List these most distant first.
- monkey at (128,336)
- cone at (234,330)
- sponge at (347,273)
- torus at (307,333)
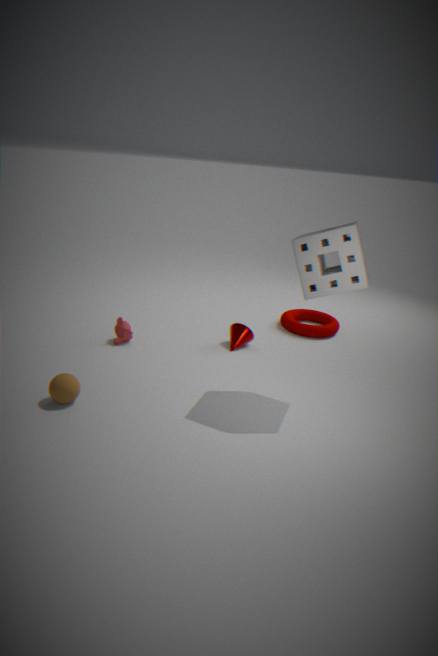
torus at (307,333) < cone at (234,330) < monkey at (128,336) < sponge at (347,273)
